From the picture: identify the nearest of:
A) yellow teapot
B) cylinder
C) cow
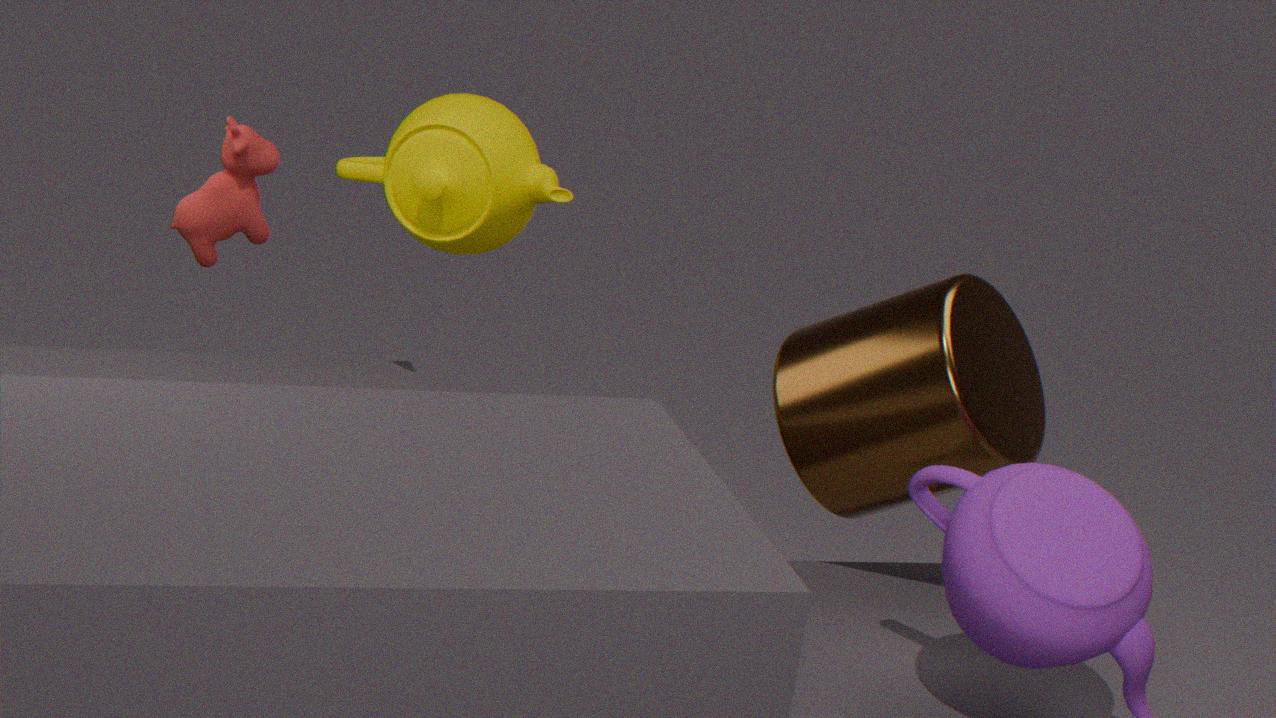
cylinder
